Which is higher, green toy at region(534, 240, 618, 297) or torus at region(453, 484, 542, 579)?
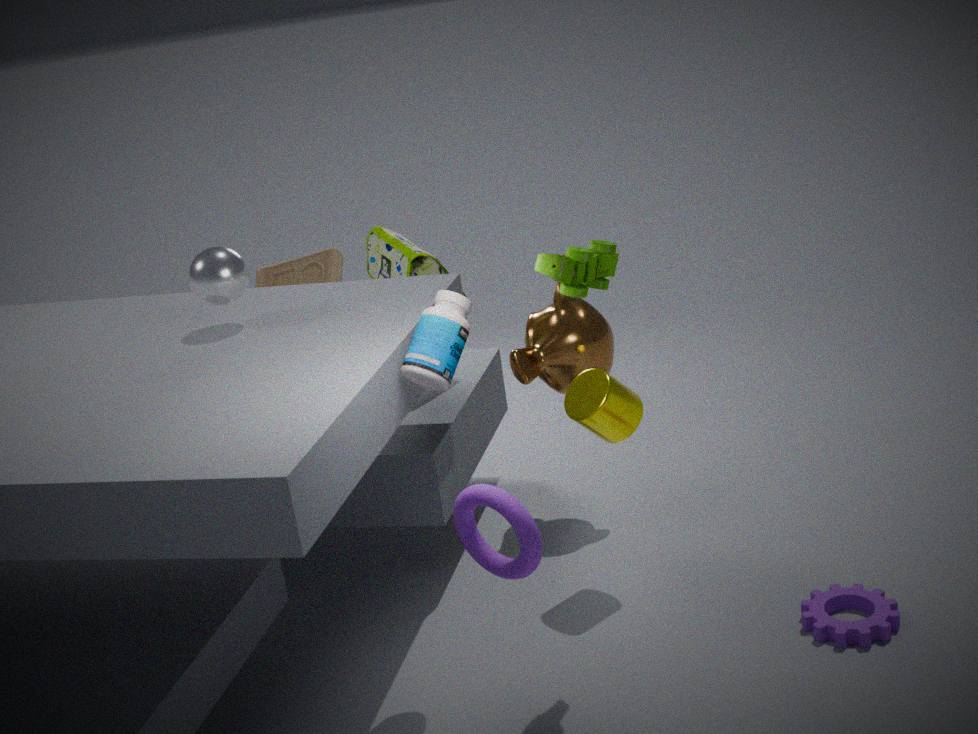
green toy at region(534, 240, 618, 297)
